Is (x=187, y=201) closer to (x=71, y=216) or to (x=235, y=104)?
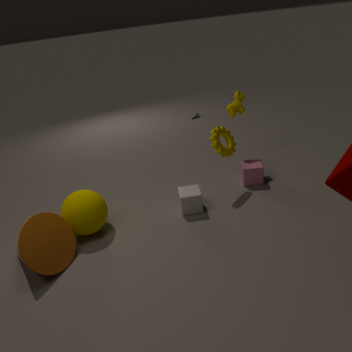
(x=71, y=216)
